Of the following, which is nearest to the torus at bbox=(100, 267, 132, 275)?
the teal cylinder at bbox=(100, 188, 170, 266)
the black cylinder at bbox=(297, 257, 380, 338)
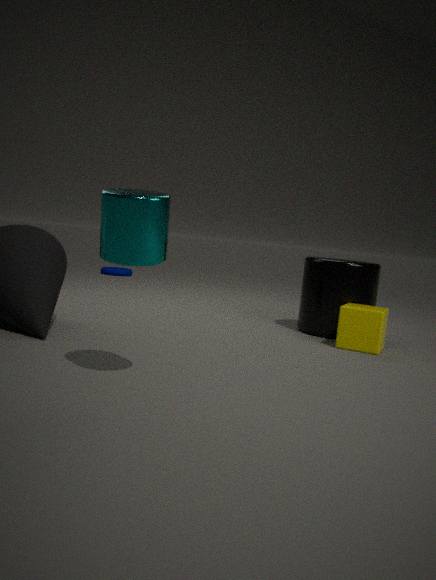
the black cylinder at bbox=(297, 257, 380, 338)
